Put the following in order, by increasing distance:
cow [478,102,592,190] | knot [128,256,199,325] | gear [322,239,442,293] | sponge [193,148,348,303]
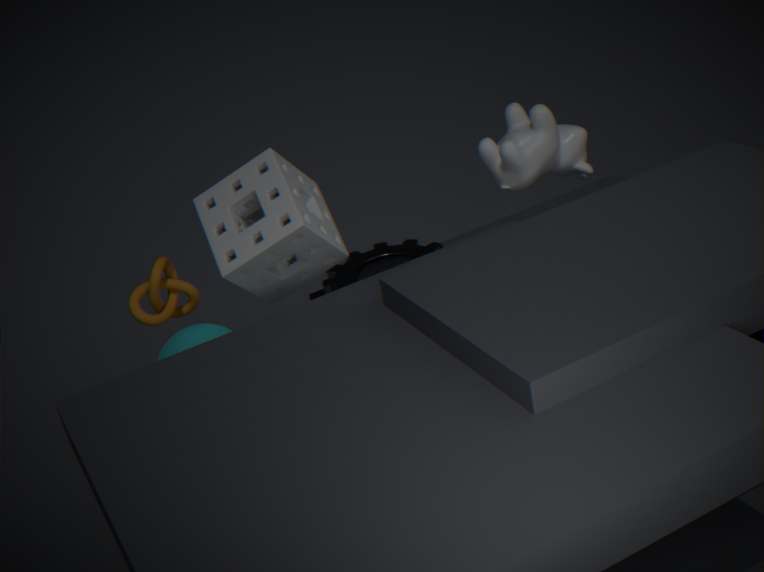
sponge [193,148,348,303] → cow [478,102,592,190] → knot [128,256,199,325] → gear [322,239,442,293]
